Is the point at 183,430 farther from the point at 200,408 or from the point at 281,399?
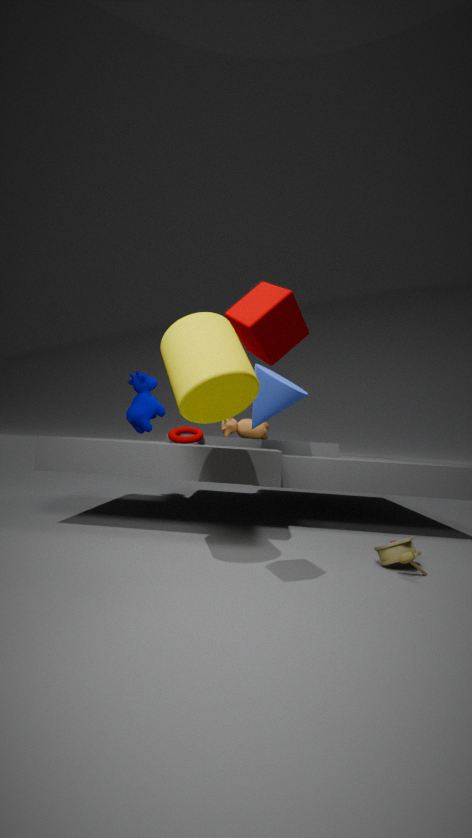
the point at 200,408
